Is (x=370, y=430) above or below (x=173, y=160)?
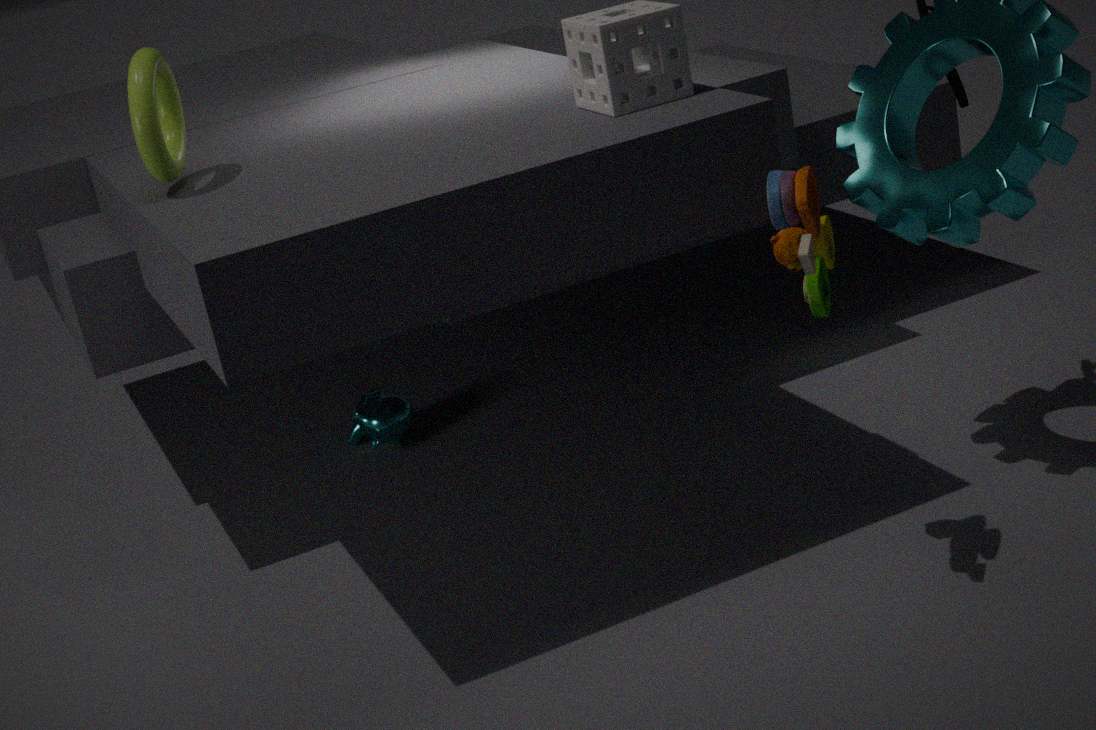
below
